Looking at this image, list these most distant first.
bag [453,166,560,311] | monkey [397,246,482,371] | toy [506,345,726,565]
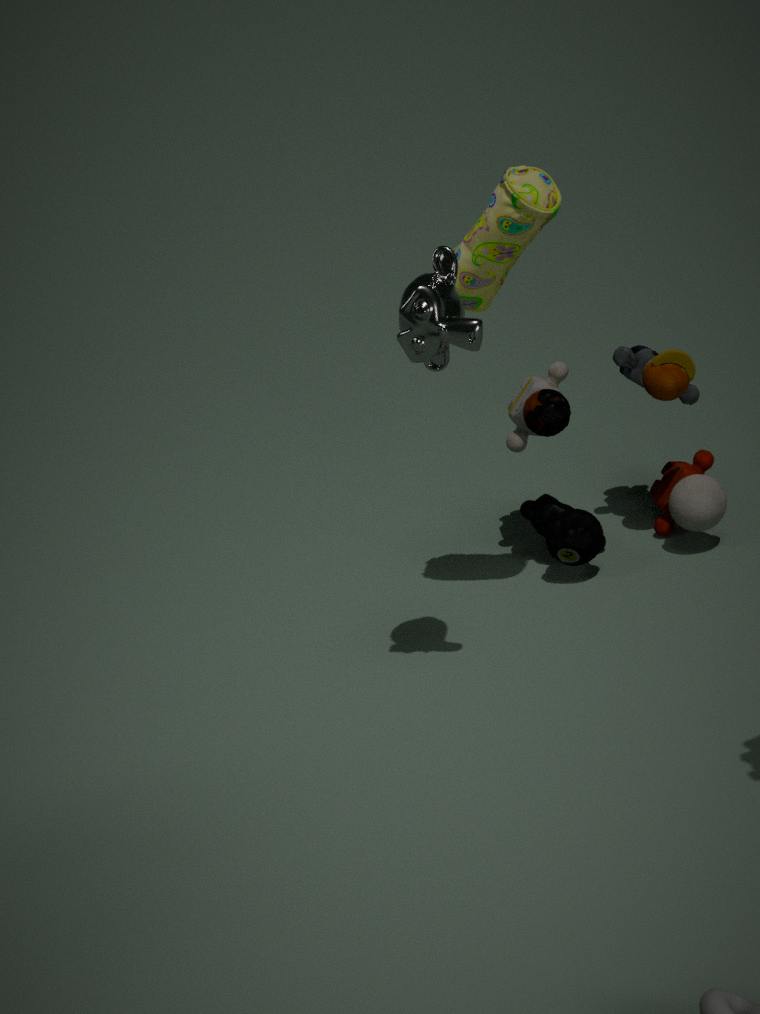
toy [506,345,726,565], bag [453,166,560,311], monkey [397,246,482,371]
